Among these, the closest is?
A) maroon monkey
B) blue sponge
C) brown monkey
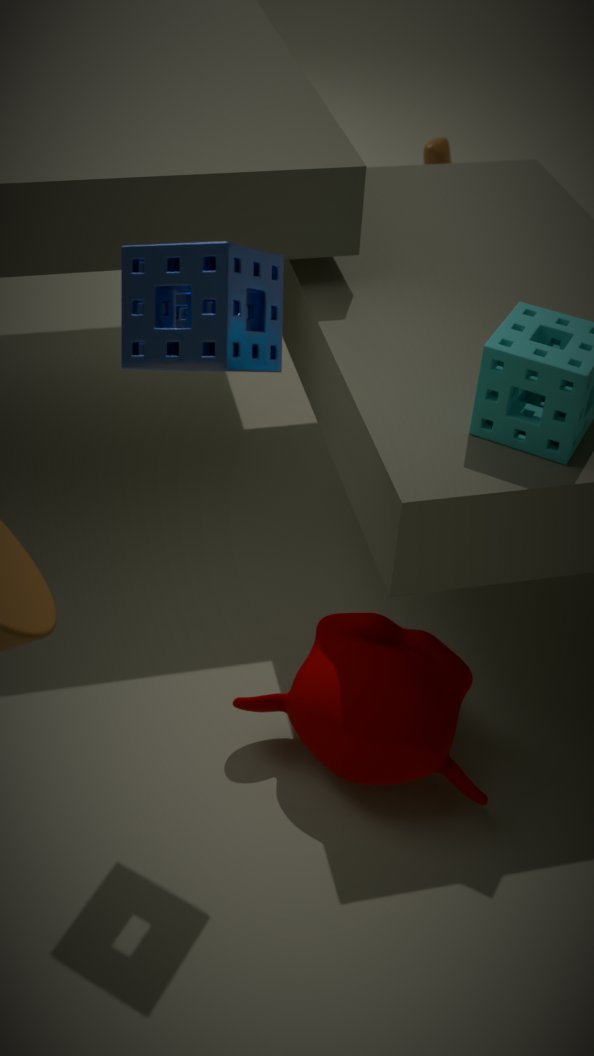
blue sponge
